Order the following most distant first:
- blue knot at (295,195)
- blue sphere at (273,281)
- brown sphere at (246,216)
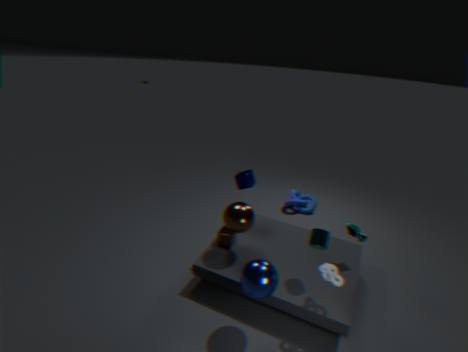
blue knot at (295,195), brown sphere at (246,216), blue sphere at (273,281)
